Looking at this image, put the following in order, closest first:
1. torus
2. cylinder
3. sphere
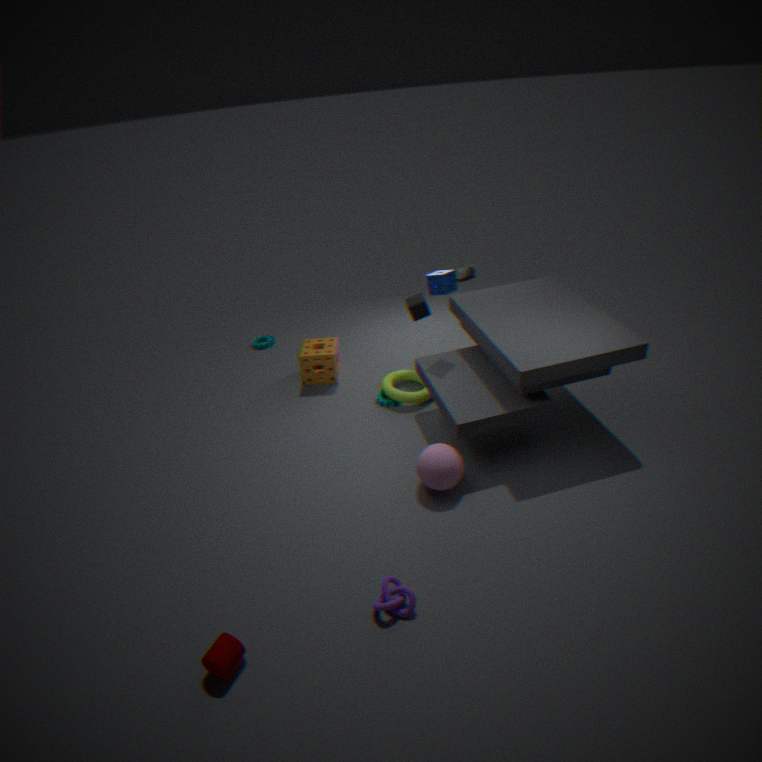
cylinder
sphere
torus
